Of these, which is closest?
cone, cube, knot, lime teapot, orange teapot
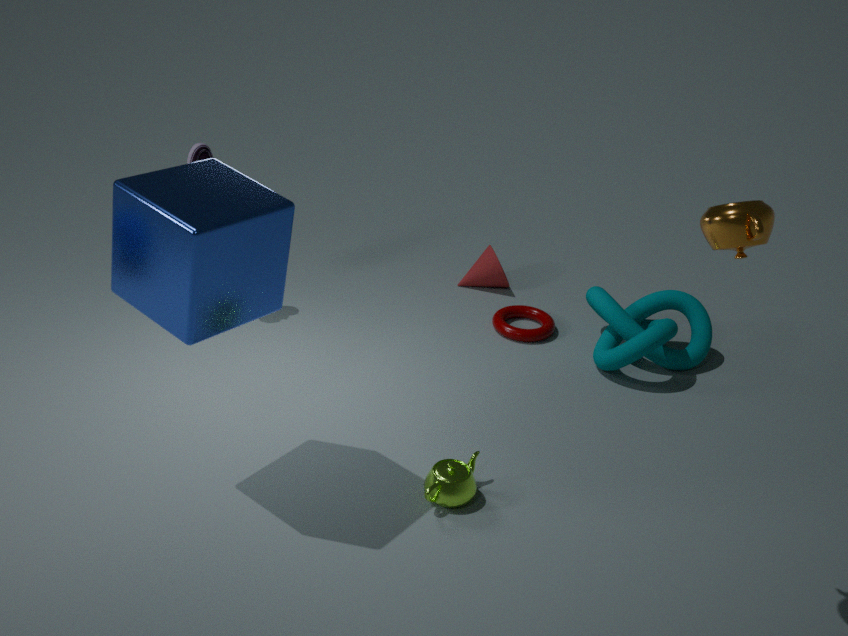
orange teapot
